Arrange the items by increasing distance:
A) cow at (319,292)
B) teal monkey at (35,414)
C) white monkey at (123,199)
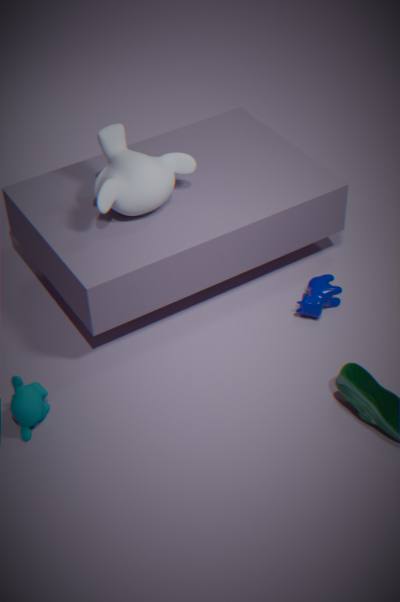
teal monkey at (35,414), white monkey at (123,199), cow at (319,292)
